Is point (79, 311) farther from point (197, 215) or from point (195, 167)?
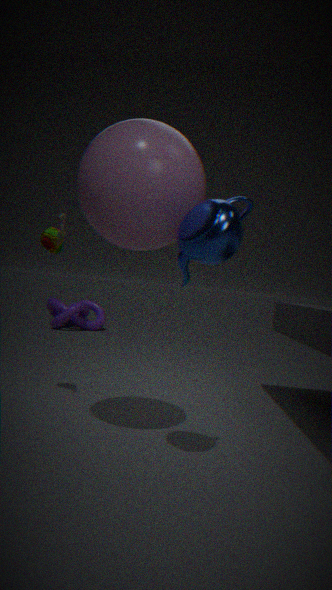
point (197, 215)
